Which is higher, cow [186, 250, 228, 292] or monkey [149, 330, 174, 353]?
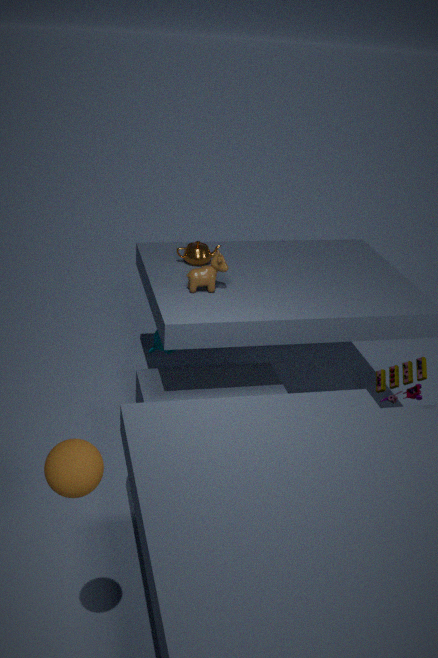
cow [186, 250, 228, 292]
